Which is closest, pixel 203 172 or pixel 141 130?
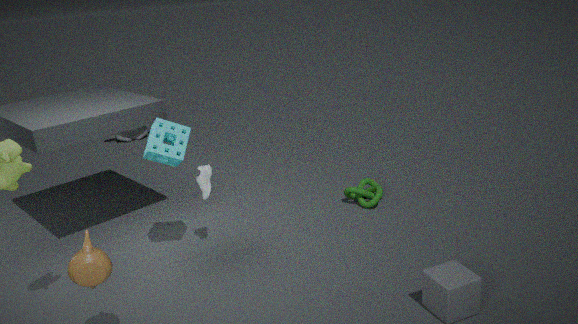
pixel 203 172
